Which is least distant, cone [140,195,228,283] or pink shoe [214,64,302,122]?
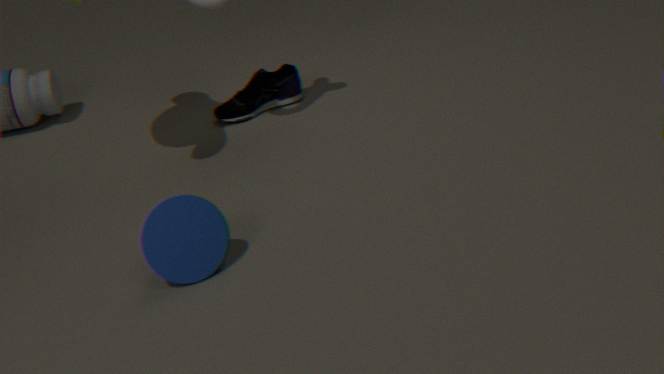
cone [140,195,228,283]
